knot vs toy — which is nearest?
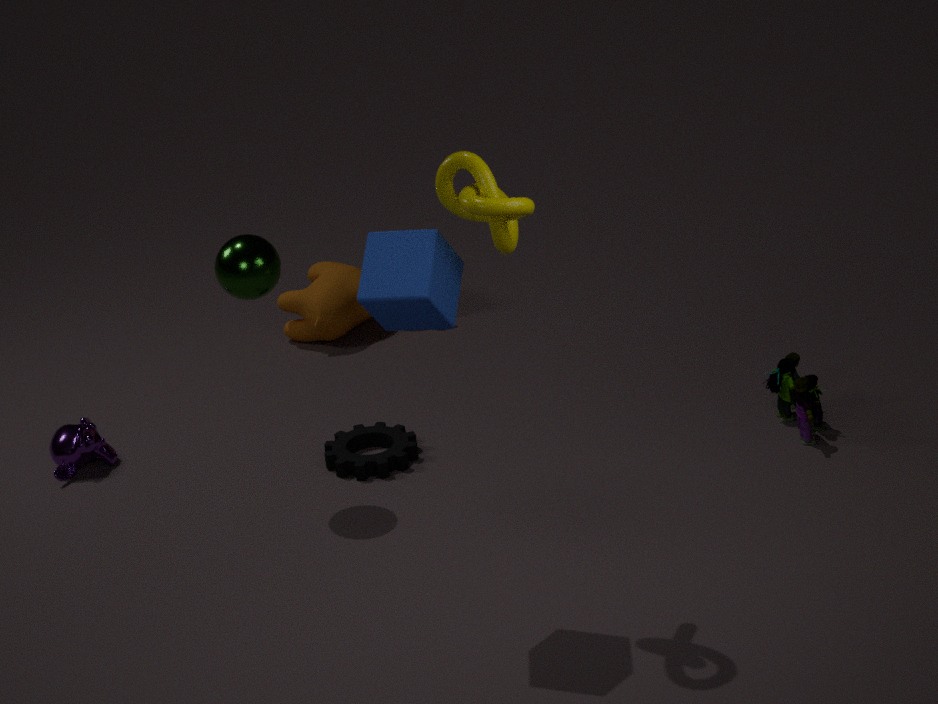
knot
